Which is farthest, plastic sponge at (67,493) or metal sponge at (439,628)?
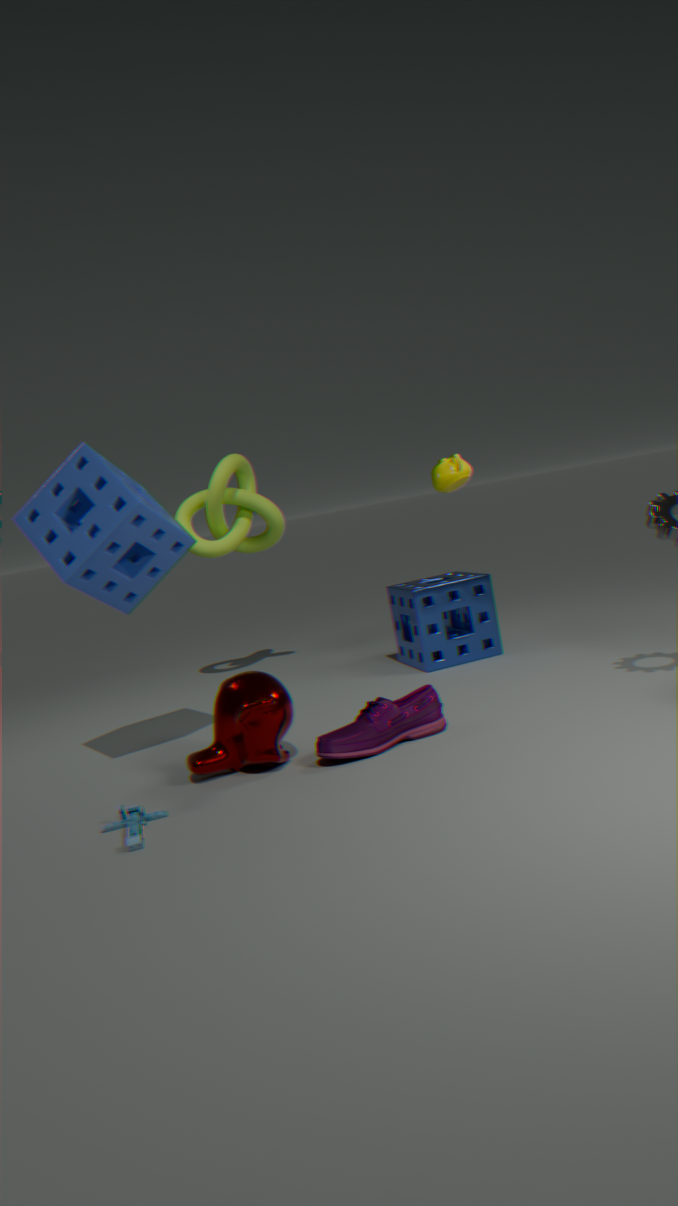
metal sponge at (439,628)
